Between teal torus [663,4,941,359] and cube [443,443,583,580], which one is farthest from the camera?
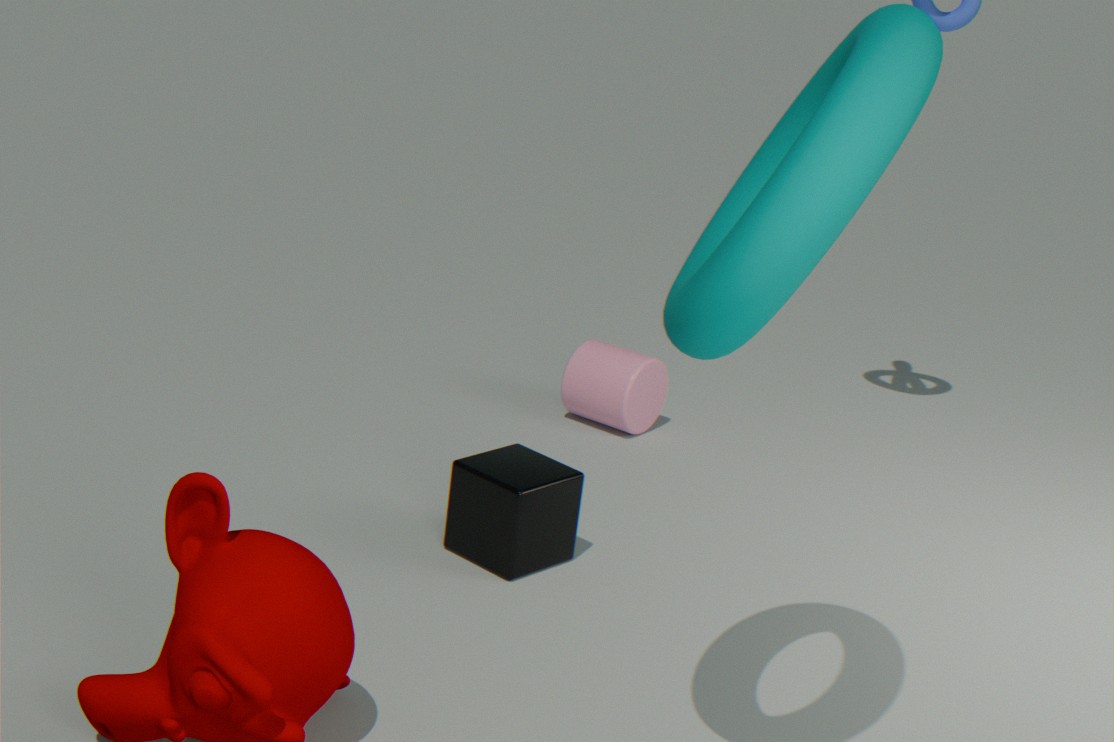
cube [443,443,583,580]
